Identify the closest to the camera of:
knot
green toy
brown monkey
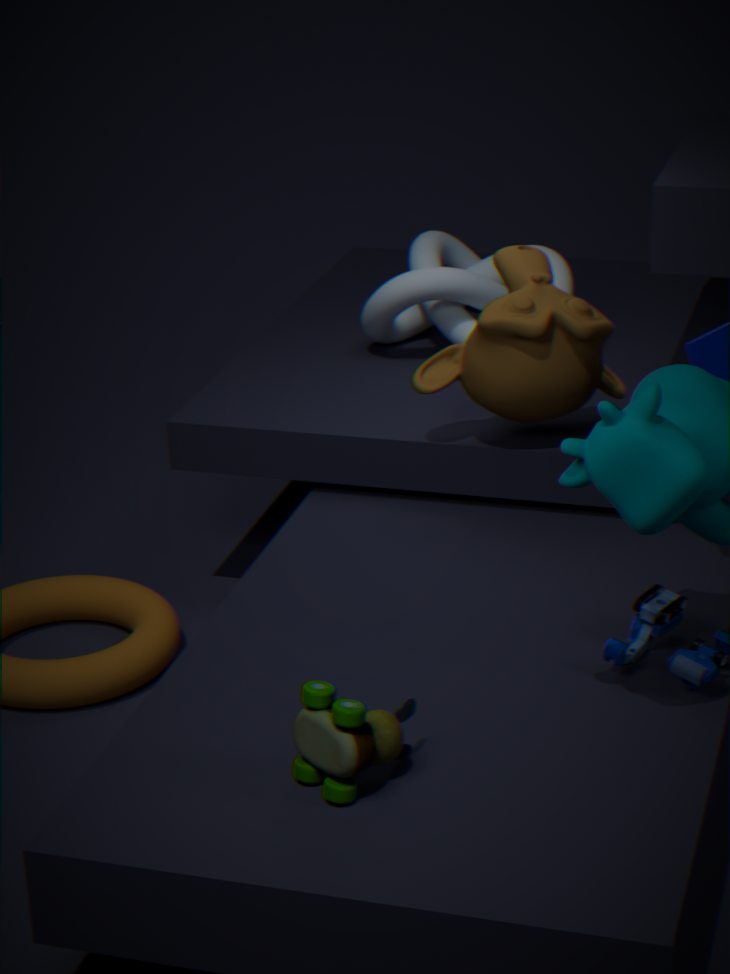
green toy
